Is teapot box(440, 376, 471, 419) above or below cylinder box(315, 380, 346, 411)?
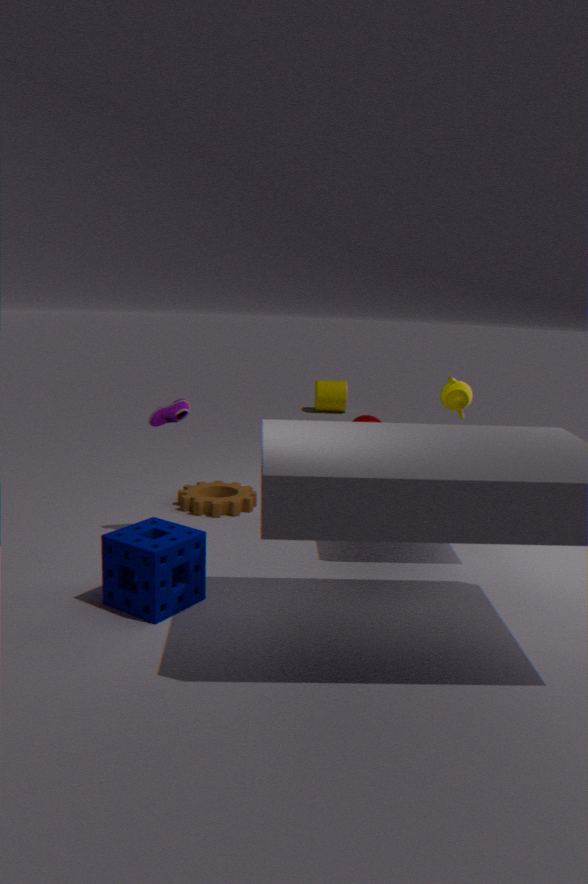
above
